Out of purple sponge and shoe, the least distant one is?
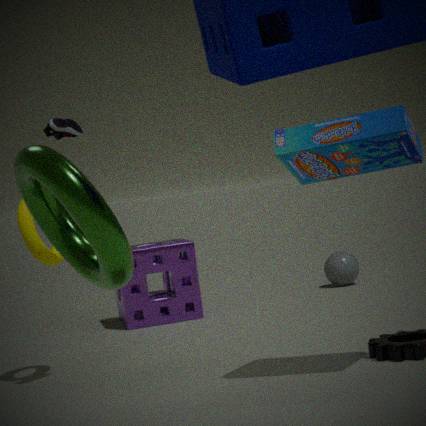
shoe
